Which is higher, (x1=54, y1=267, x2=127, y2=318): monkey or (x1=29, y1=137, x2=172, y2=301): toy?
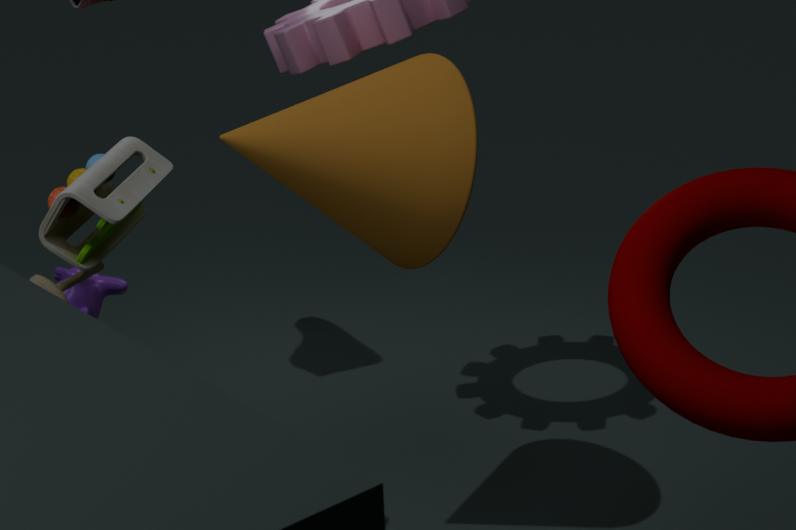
(x1=29, y1=137, x2=172, y2=301): toy
